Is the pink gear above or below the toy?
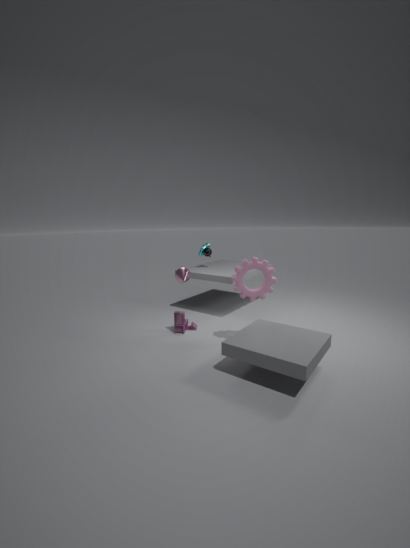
above
